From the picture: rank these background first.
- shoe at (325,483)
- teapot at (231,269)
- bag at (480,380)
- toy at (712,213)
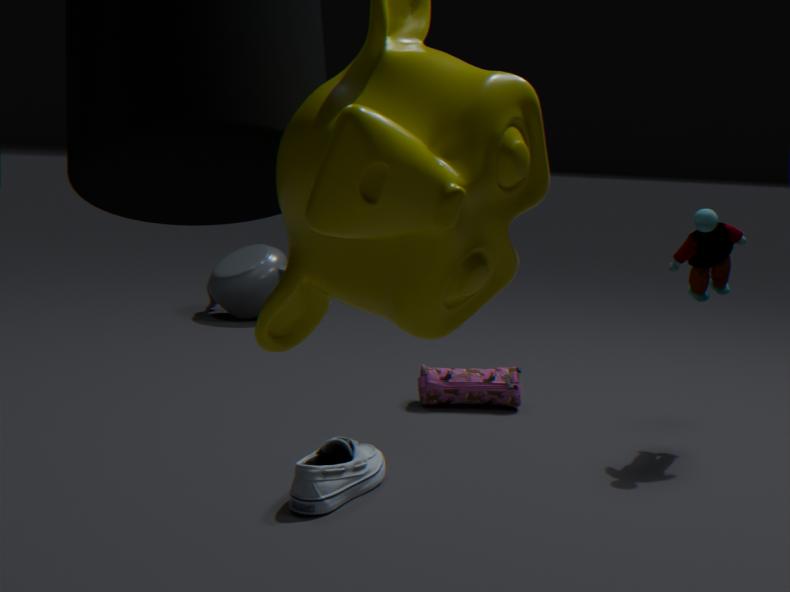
teapot at (231,269) < bag at (480,380) < toy at (712,213) < shoe at (325,483)
